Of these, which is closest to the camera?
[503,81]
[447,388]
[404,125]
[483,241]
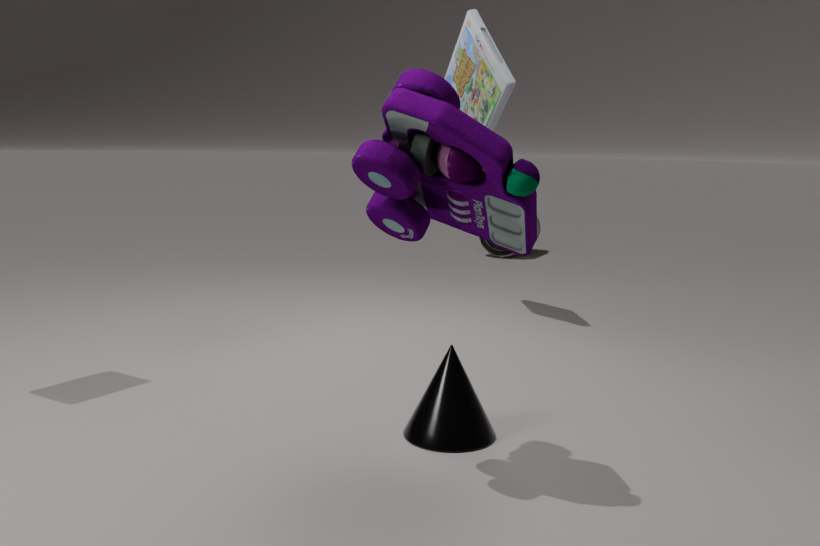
[404,125]
